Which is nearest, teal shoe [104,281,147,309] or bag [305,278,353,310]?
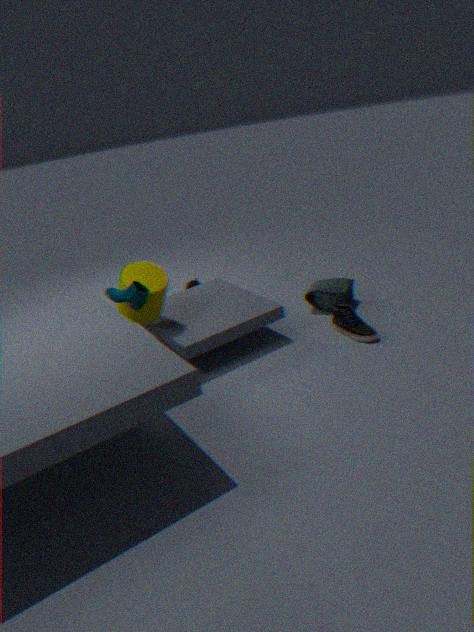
teal shoe [104,281,147,309]
